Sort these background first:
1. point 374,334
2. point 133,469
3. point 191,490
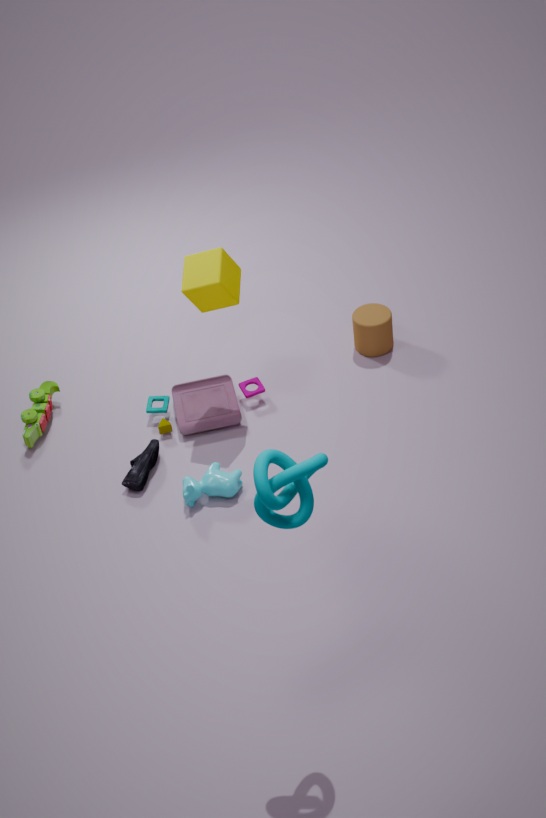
1. point 374,334
2. point 133,469
3. point 191,490
